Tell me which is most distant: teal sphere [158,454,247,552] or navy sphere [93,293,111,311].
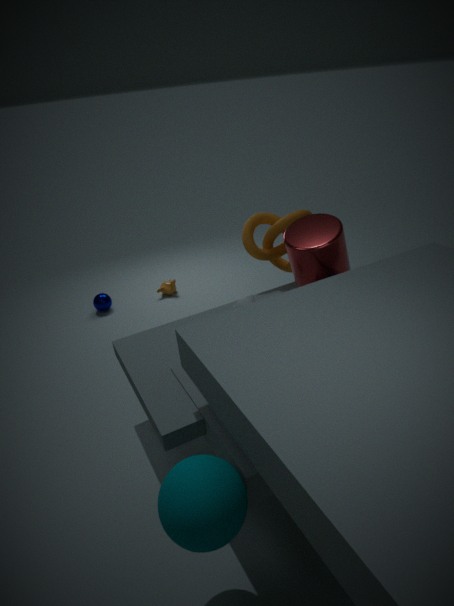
navy sphere [93,293,111,311]
